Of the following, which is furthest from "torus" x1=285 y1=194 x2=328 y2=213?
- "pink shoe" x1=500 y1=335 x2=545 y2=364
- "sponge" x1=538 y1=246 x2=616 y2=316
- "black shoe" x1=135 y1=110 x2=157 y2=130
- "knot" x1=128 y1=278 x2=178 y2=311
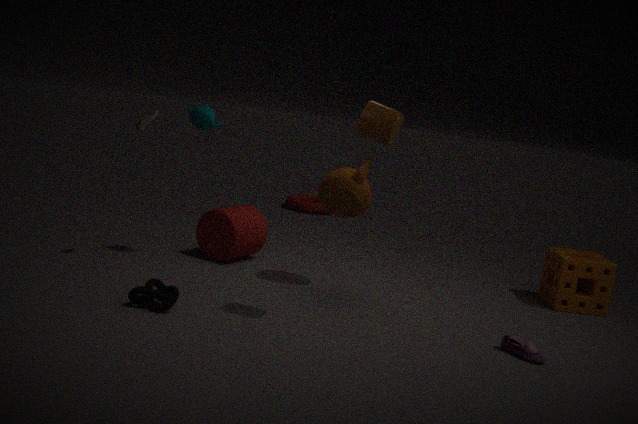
"pink shoe" x1=500 y1=335 x2=545 y2=364
